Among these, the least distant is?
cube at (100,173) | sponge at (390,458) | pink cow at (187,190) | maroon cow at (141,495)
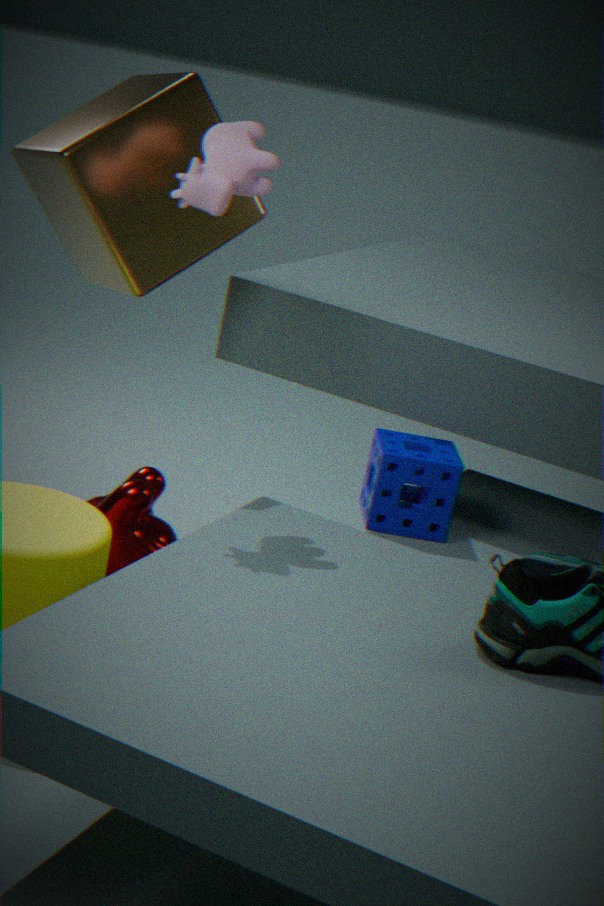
pink cow at (187,190)
